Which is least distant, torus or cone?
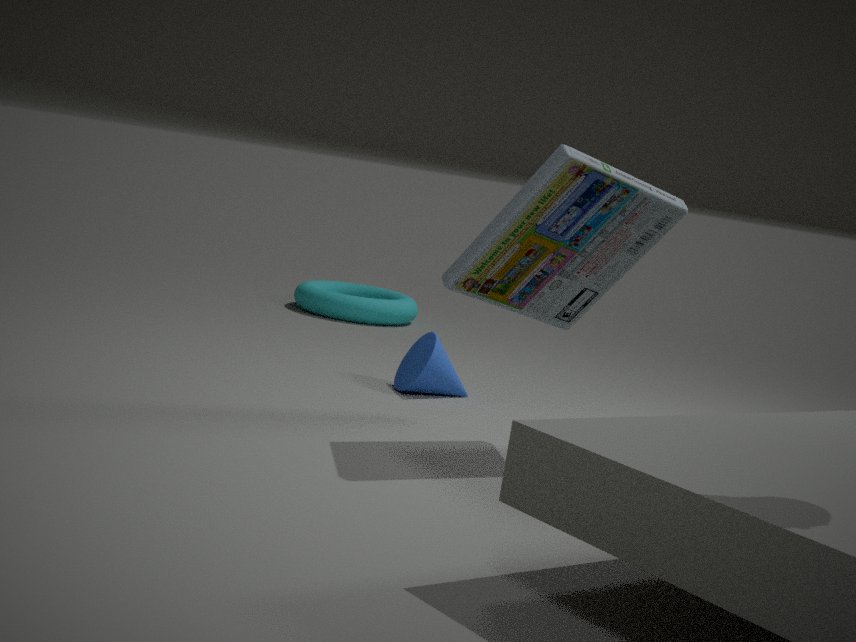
cone
